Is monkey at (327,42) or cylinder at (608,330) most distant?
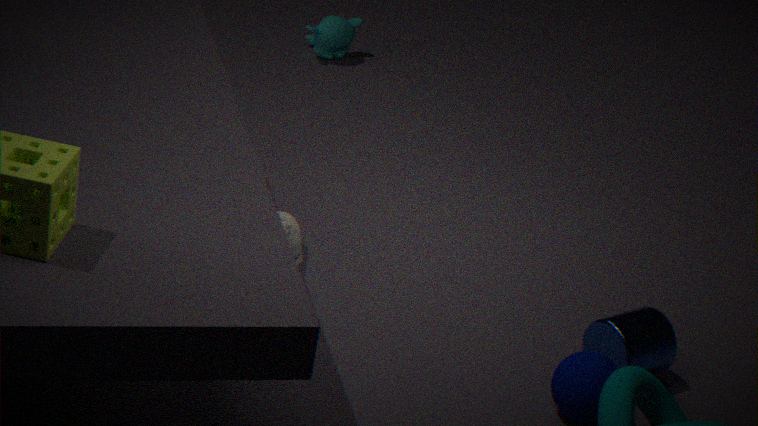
monkey at (327,42)
